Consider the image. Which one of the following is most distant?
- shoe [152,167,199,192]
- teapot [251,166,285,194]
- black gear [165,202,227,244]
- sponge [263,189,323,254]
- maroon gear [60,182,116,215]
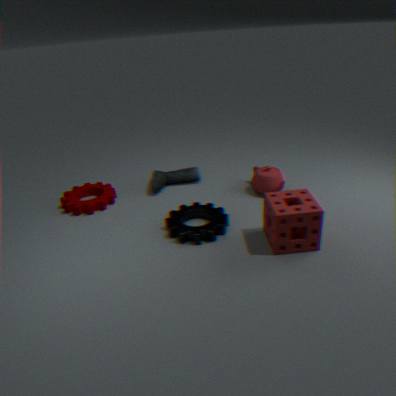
shoe [152,167,199,192]
